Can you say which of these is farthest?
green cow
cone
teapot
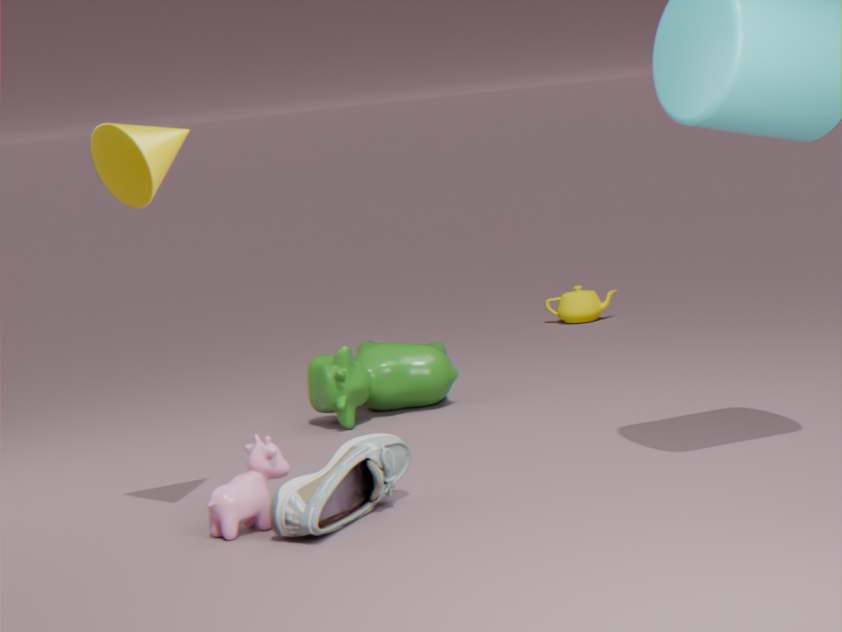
teapot
